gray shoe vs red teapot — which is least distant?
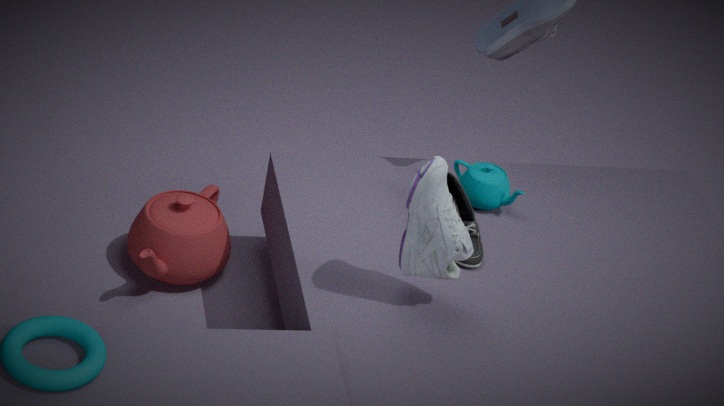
gray shoe
